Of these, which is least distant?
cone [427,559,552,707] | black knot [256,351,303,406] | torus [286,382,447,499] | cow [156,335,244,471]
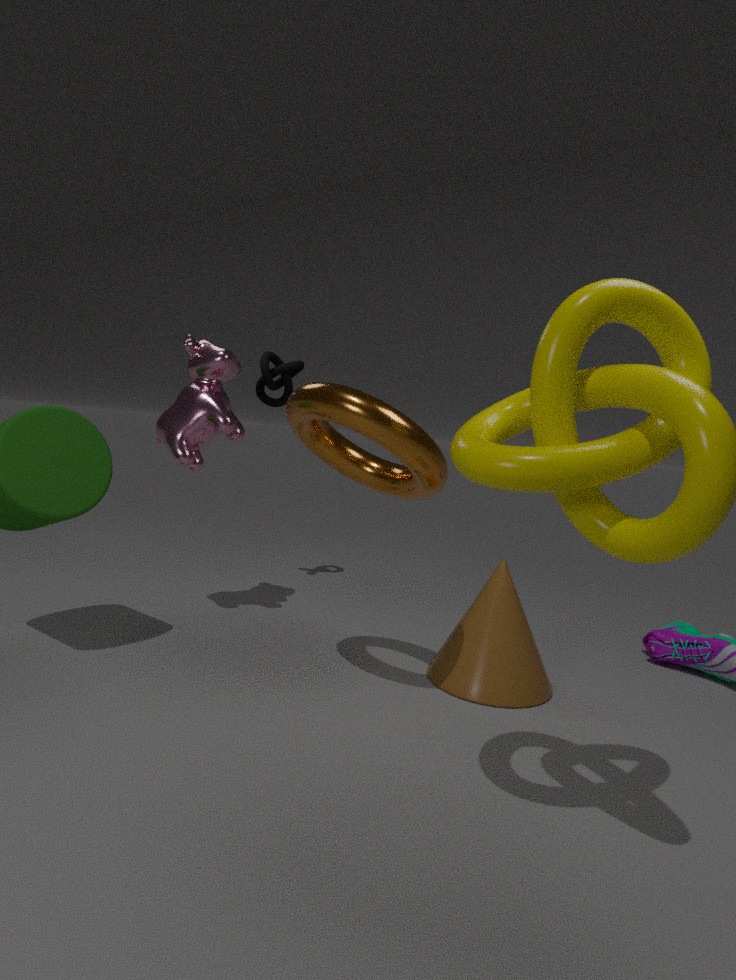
torus [286,382,447,499]
